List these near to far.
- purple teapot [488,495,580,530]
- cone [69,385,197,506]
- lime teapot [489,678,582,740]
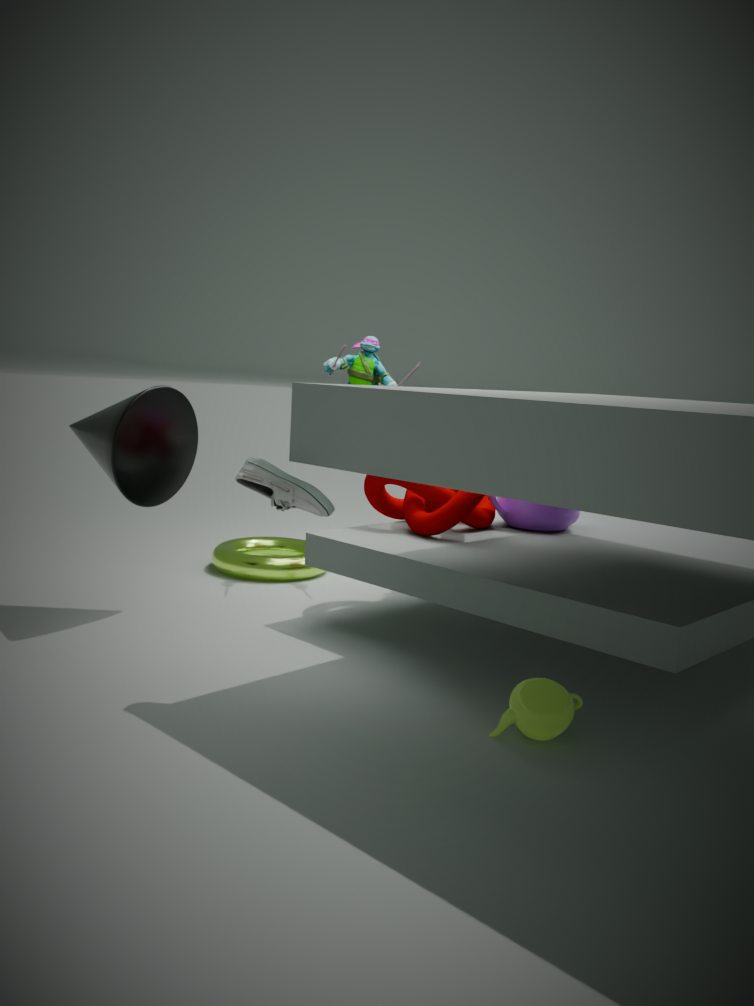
1. lime teapot [489,678,582,740]
2. cone [69,385,197,506]
3. purple teapot [488,495,580,530]
